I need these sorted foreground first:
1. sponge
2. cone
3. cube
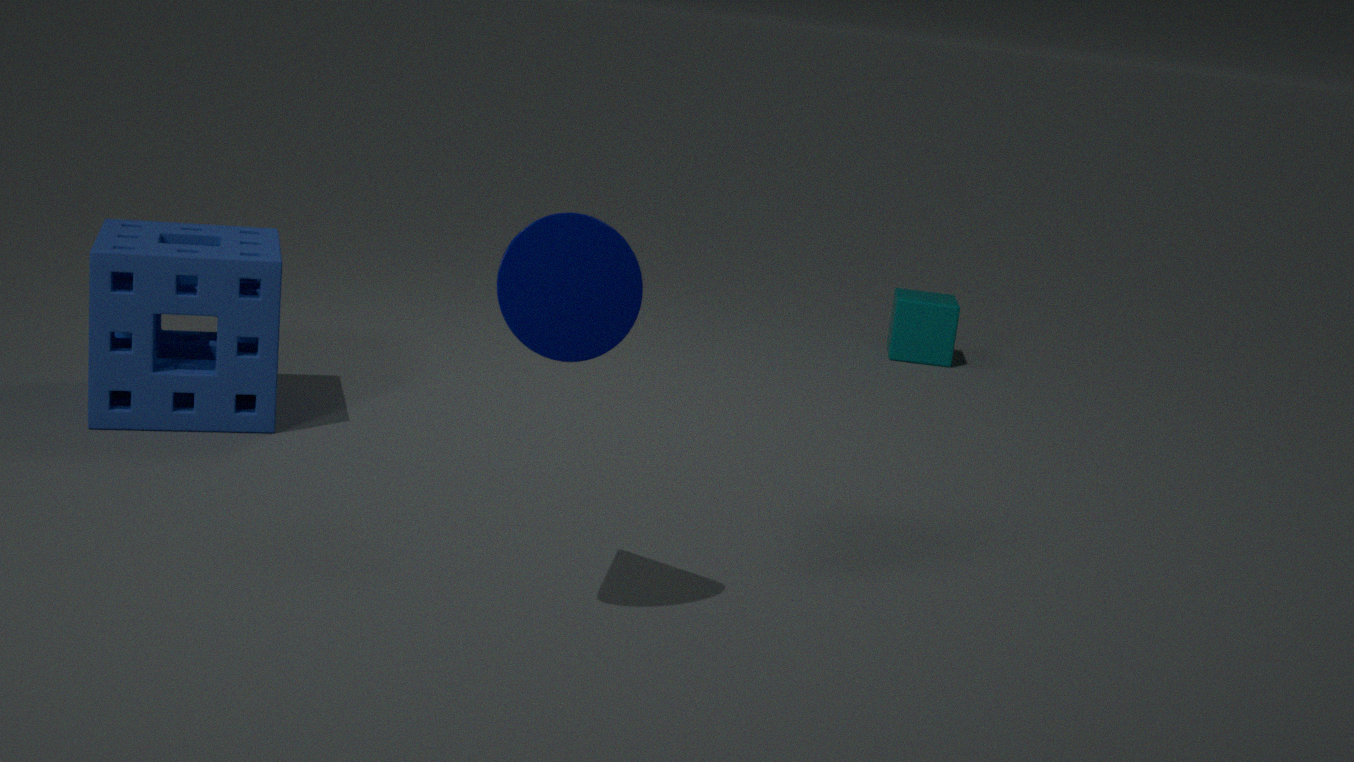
1. cone
2. sponge
3. cube
